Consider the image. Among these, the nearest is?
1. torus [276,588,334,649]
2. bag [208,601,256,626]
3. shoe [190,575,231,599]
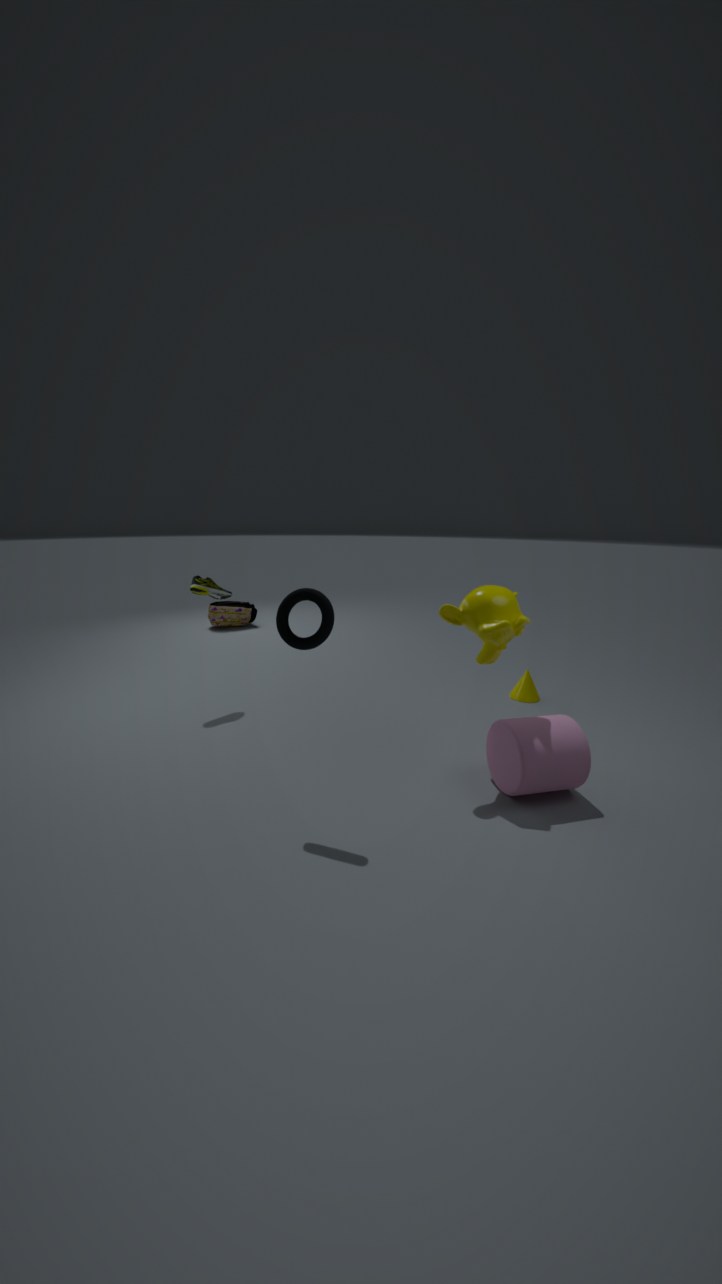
torus [276,588,334,649]
